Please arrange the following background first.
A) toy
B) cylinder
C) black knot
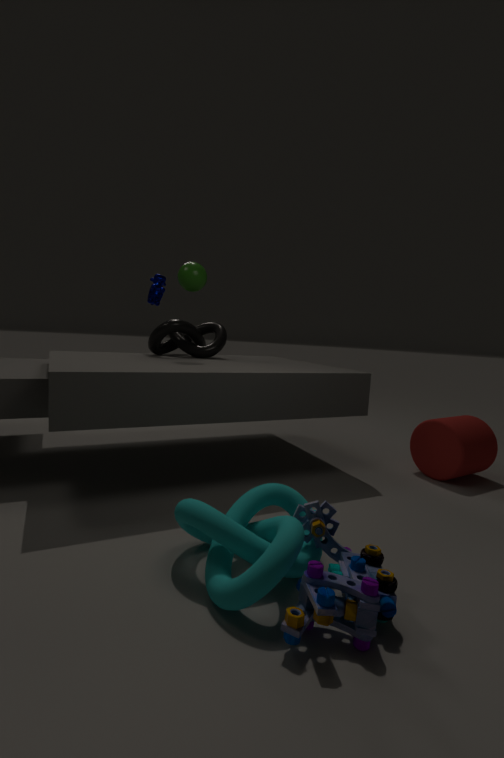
black knot → cylinder → toy
